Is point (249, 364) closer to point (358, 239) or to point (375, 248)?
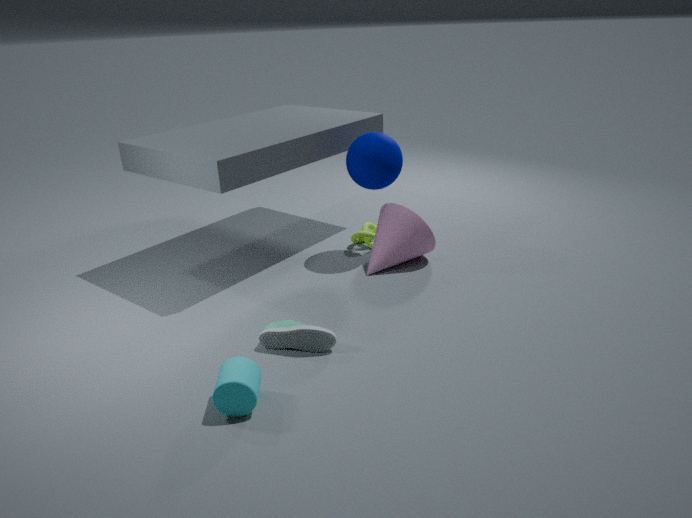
point (375, 248)
